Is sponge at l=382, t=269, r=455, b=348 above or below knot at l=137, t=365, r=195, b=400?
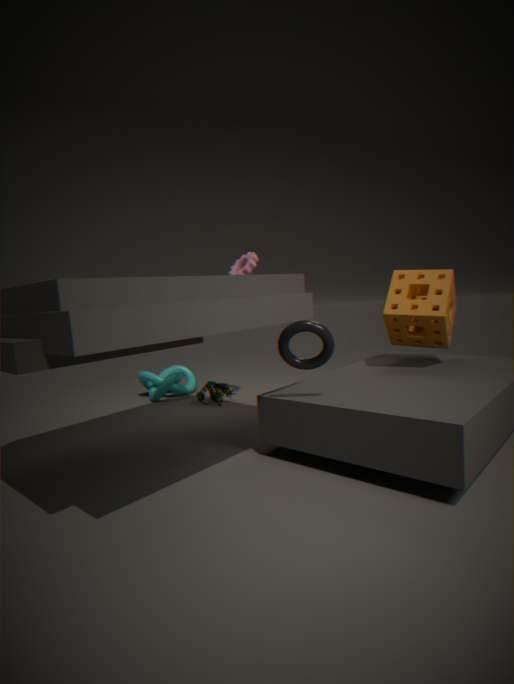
above
